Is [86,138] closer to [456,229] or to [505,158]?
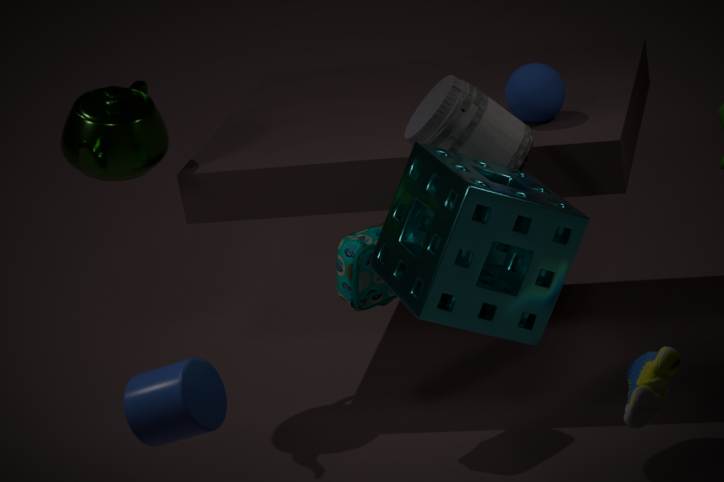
[505,158]
